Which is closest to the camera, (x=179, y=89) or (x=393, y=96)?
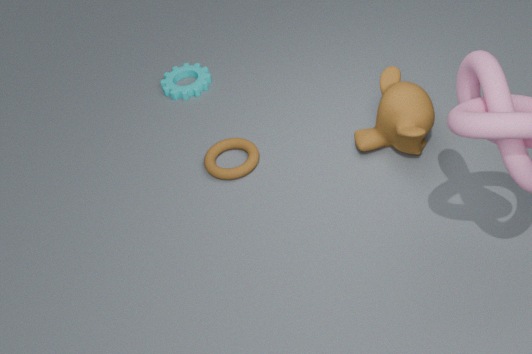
(x=393, y=96)
